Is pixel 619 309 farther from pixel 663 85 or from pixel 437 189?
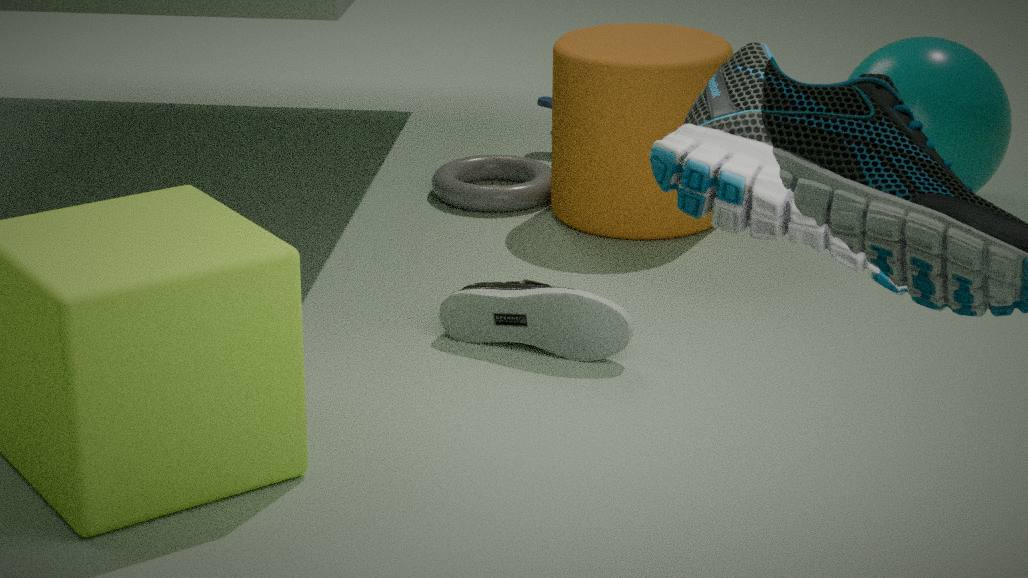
pixel 437 189
